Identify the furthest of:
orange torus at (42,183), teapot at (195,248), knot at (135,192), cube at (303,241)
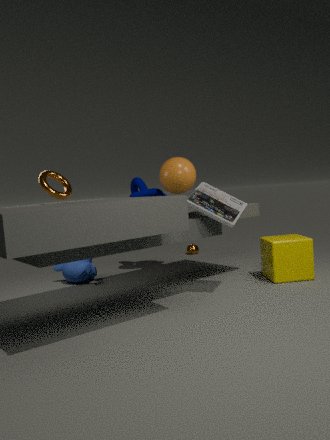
teapot at (195,248)
